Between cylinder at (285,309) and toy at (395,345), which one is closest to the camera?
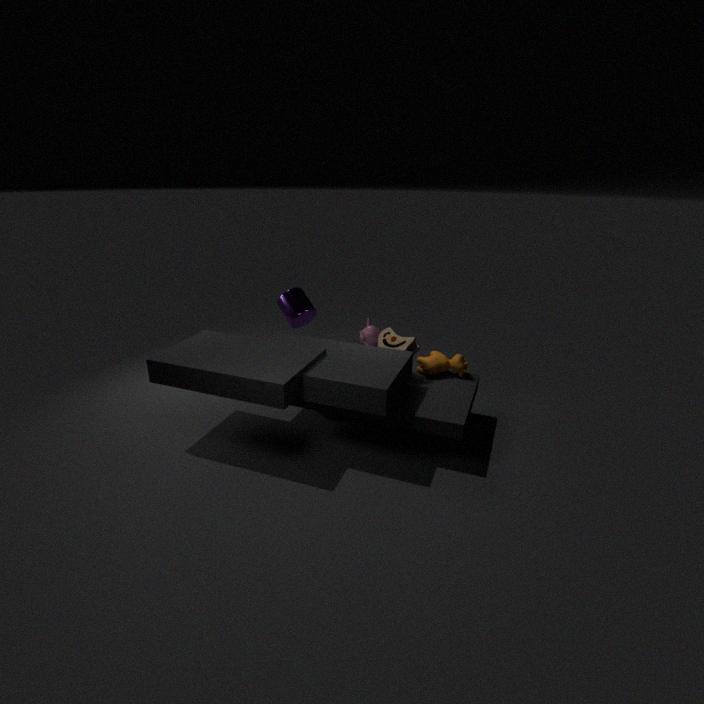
toy at (395,345)
